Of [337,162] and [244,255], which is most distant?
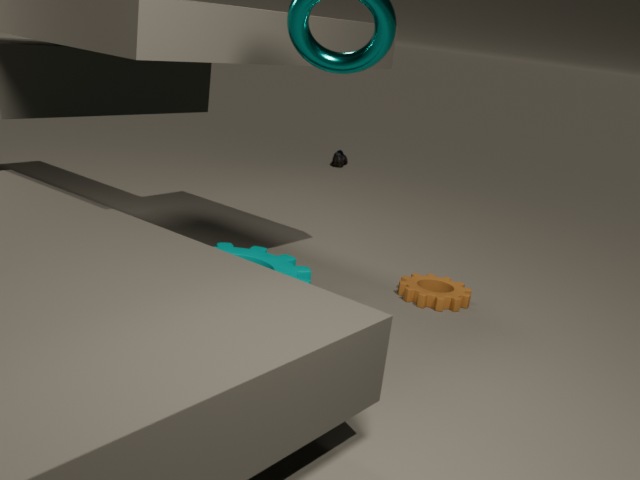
[337,162]
